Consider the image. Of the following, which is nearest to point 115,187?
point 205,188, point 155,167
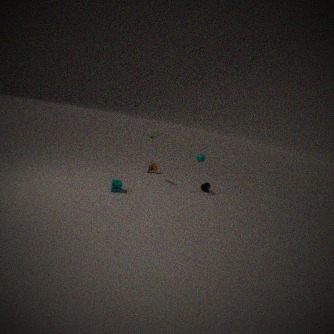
point 155,167
